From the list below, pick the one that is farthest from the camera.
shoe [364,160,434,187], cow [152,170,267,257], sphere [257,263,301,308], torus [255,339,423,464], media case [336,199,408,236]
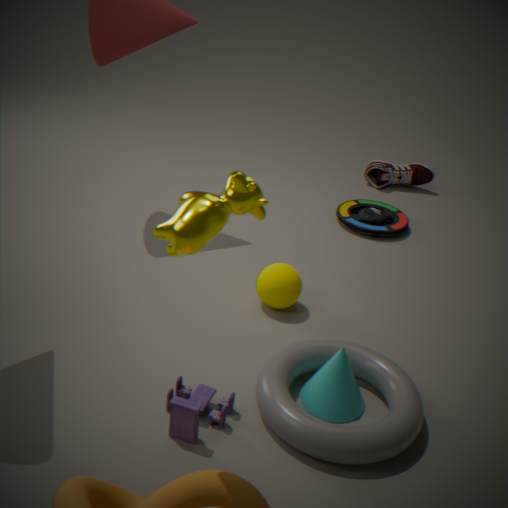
shoe [364,160,434,187]
